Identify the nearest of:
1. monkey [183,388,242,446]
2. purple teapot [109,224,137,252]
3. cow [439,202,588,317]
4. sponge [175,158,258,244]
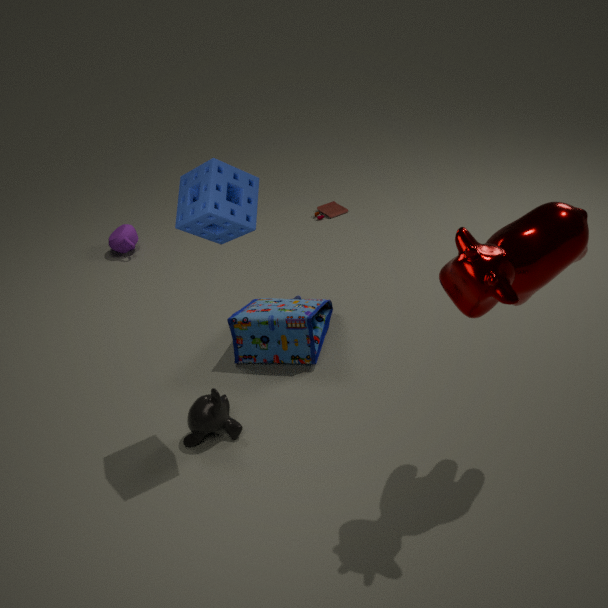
cow [439,202,588,317]
